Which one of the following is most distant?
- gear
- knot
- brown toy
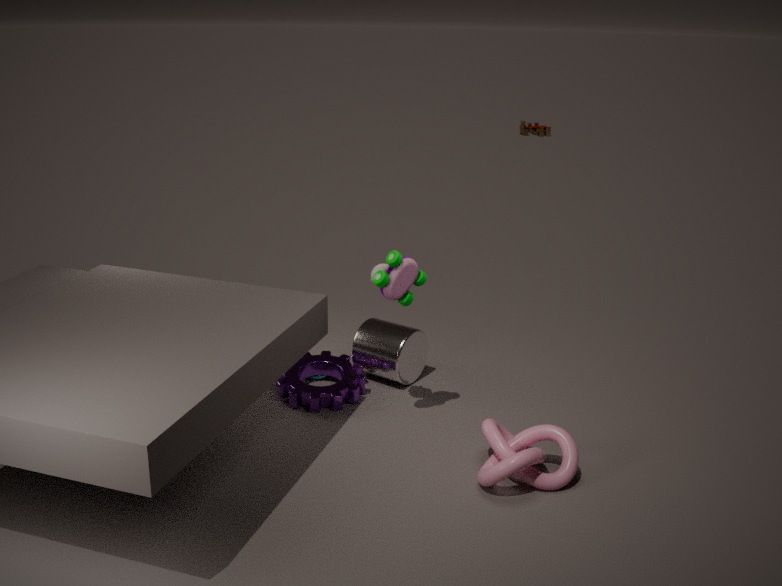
brown toy
